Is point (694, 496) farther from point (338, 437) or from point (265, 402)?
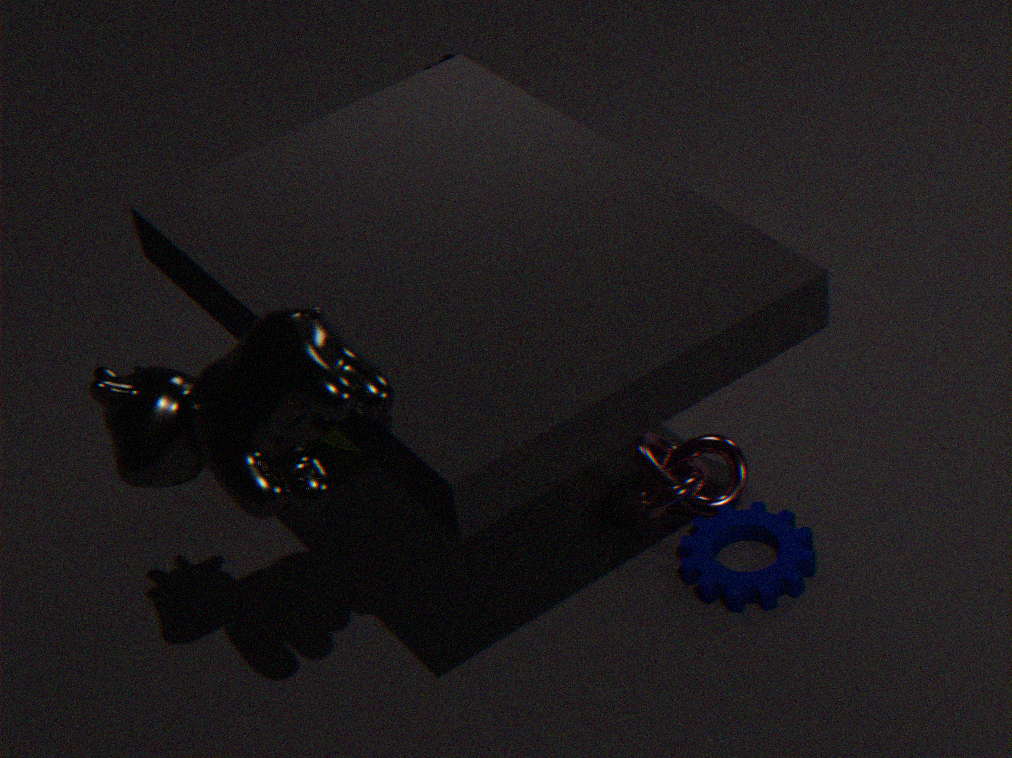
point (265, 402)
